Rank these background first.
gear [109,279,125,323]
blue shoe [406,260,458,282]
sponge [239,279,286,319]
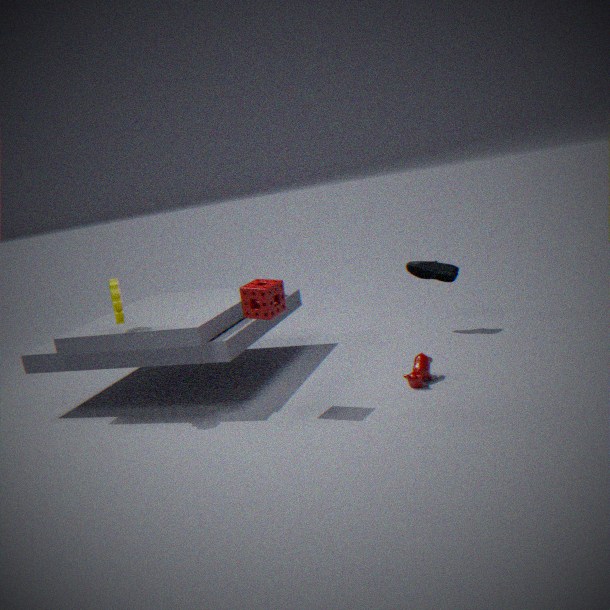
blue shoe [406,260,458,282] → gear [109,279,125,323] → sponge [239,279,286,319]
